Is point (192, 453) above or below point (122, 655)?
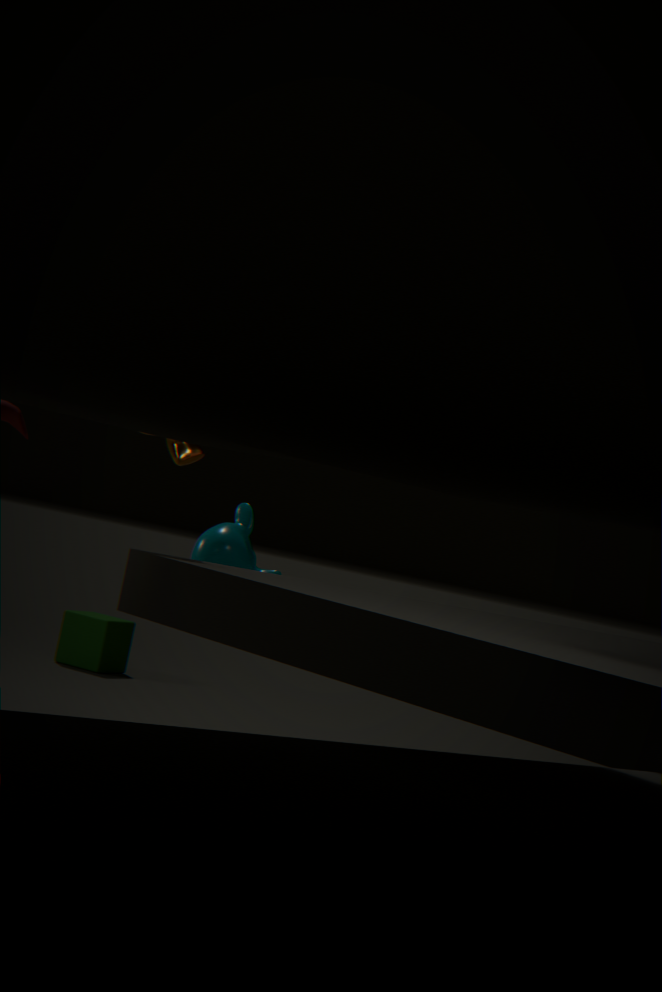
above
